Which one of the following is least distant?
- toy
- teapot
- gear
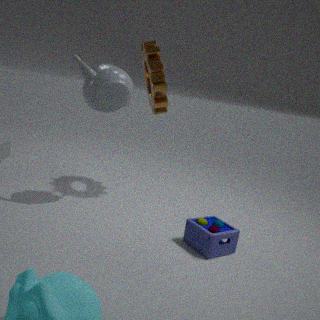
toy
